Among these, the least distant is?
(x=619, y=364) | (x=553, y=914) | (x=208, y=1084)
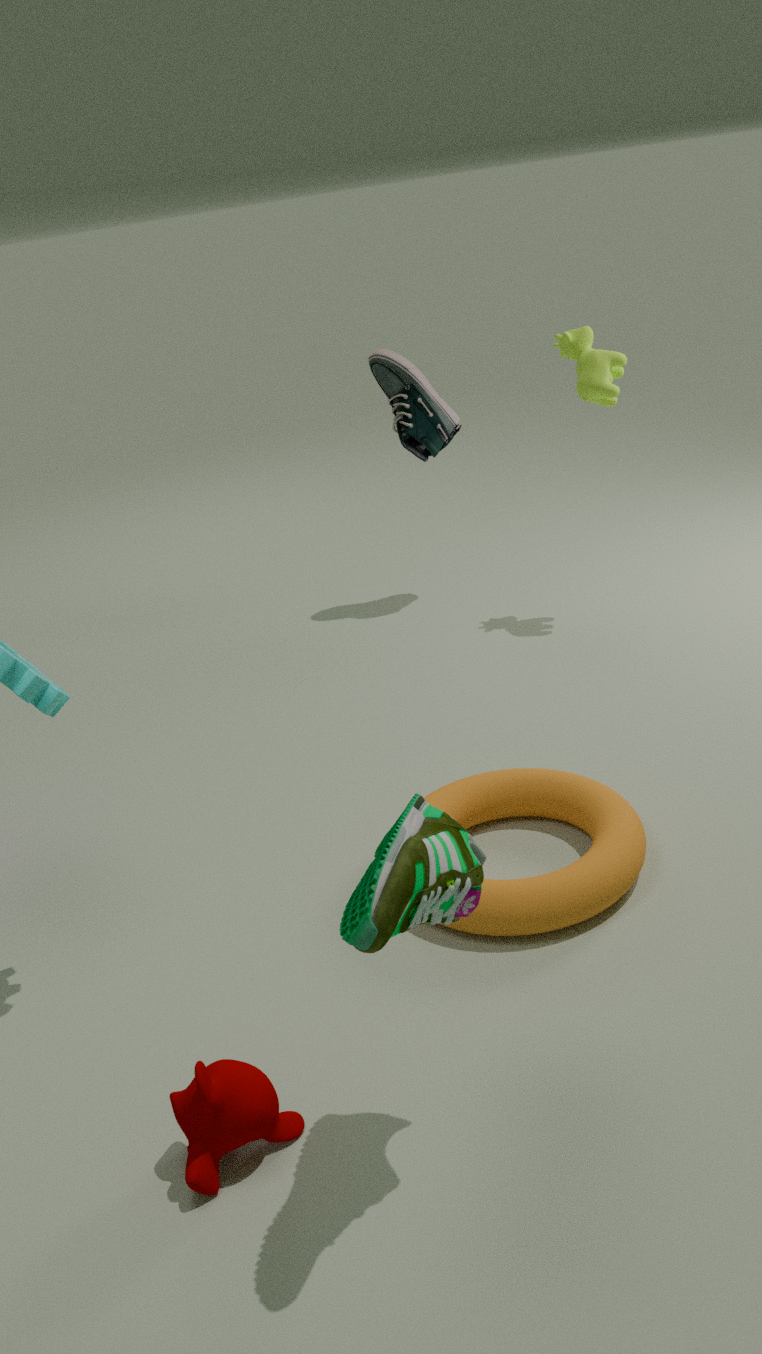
(x=208, y=1084)
